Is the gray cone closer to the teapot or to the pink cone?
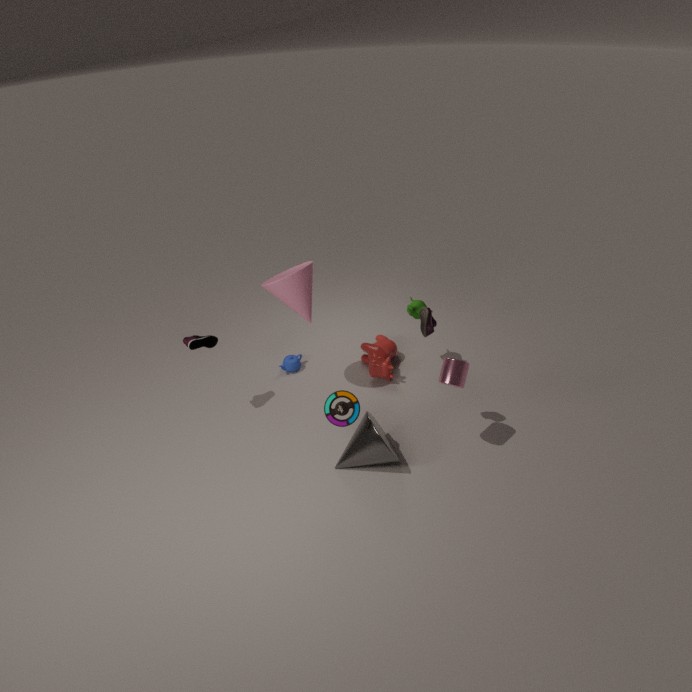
the pink cone
